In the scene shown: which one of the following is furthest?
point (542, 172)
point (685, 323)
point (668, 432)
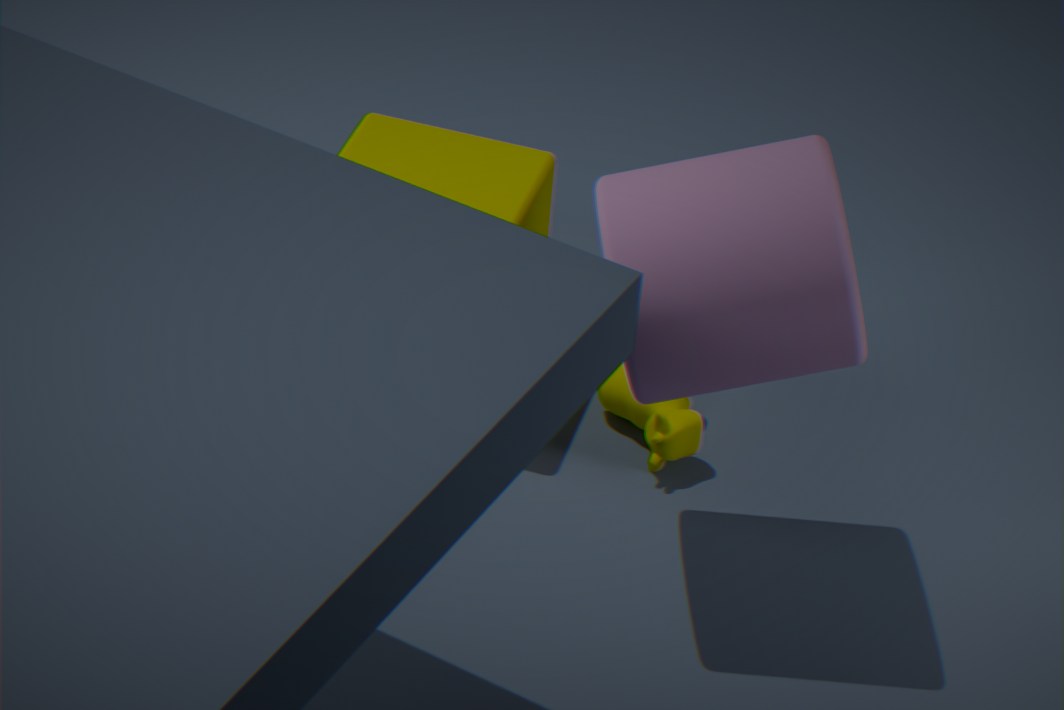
point (542, 172)
